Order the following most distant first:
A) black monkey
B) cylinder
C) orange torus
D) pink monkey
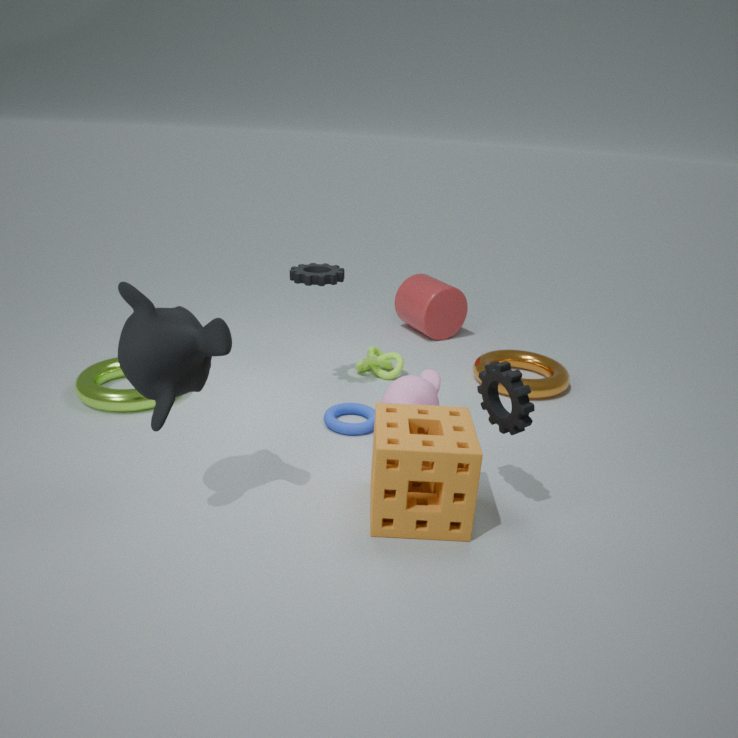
cylinder, orange torus, pink monkey, black monkey
